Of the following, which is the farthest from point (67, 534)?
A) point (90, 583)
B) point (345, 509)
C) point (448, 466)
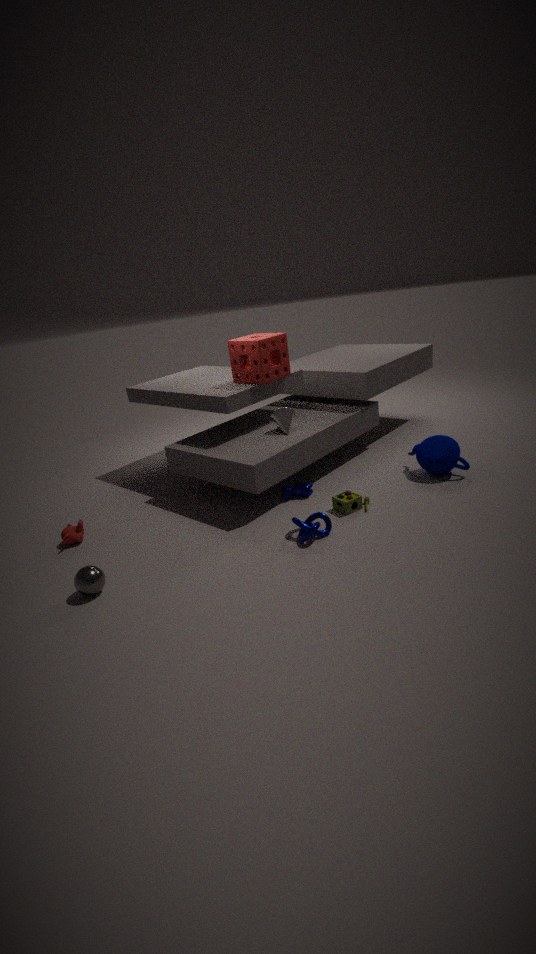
point (448, 466)
